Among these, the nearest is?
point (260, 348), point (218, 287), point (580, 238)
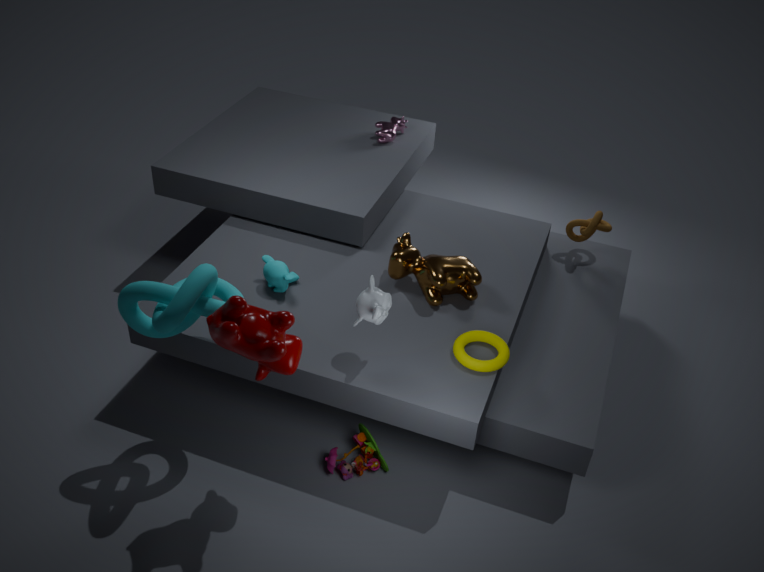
point (260, 348)
